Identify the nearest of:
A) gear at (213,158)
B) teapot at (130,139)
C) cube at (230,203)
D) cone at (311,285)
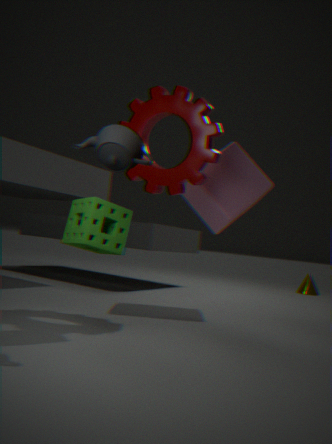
teapot at (130,139)
